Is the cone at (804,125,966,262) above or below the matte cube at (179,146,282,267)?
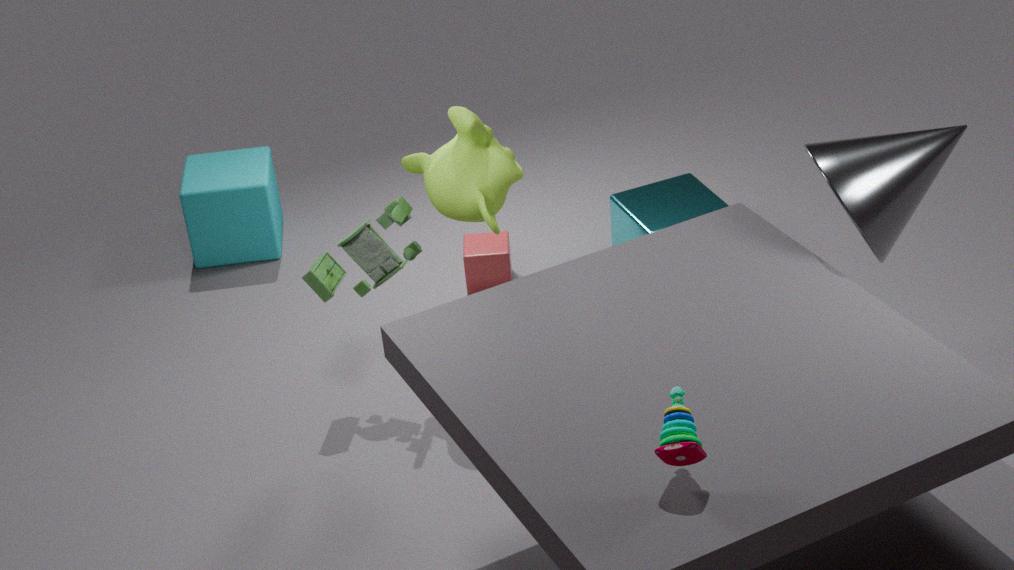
above
